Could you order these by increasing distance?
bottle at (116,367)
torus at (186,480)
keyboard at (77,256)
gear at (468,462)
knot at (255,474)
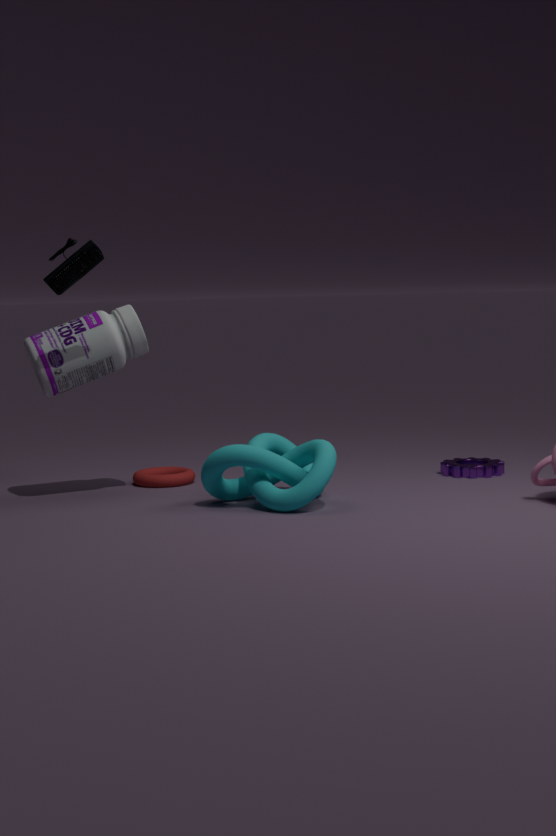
1. knot at (255,474)
2. keyboard at (77,256)
3. bottle at (116,367)
4. torus at (186,480)
5. gear at (468,462)
